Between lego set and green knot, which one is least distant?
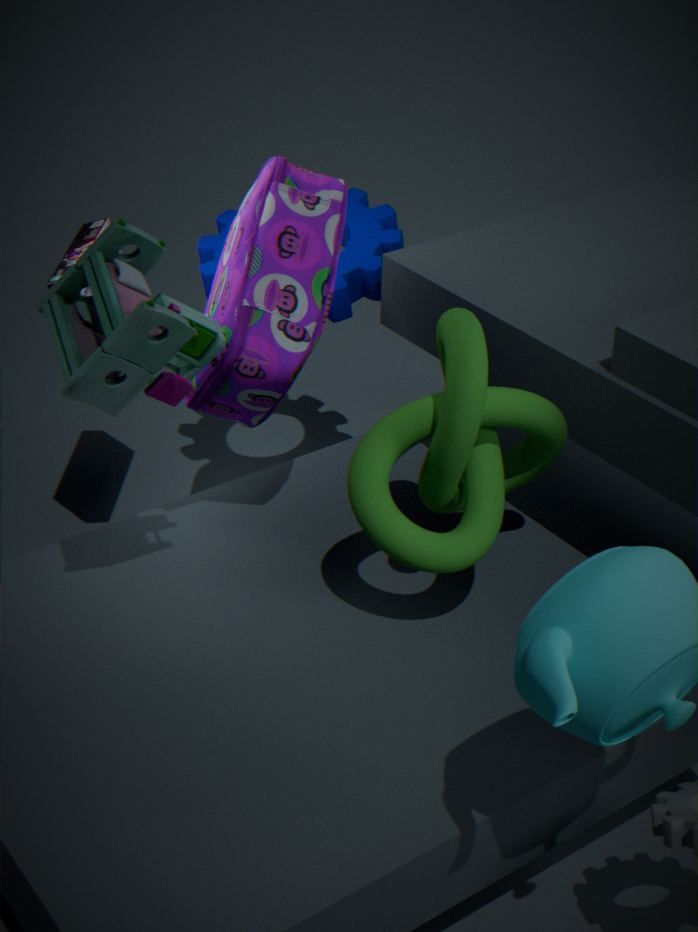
green knot
